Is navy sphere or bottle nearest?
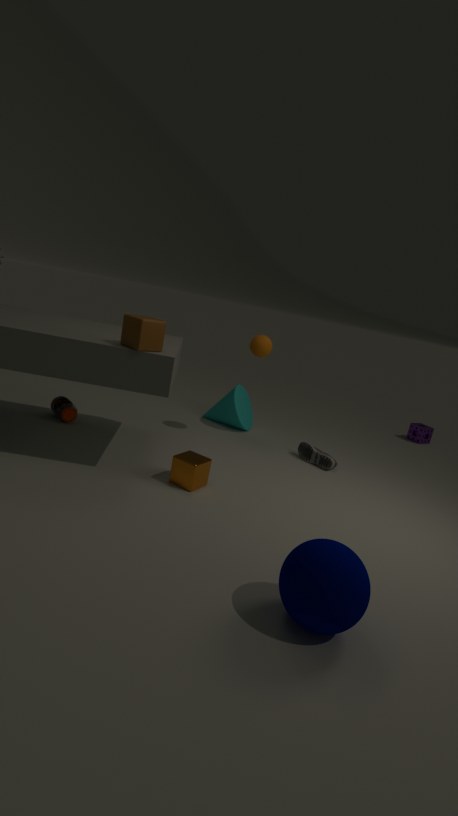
navy sphere
